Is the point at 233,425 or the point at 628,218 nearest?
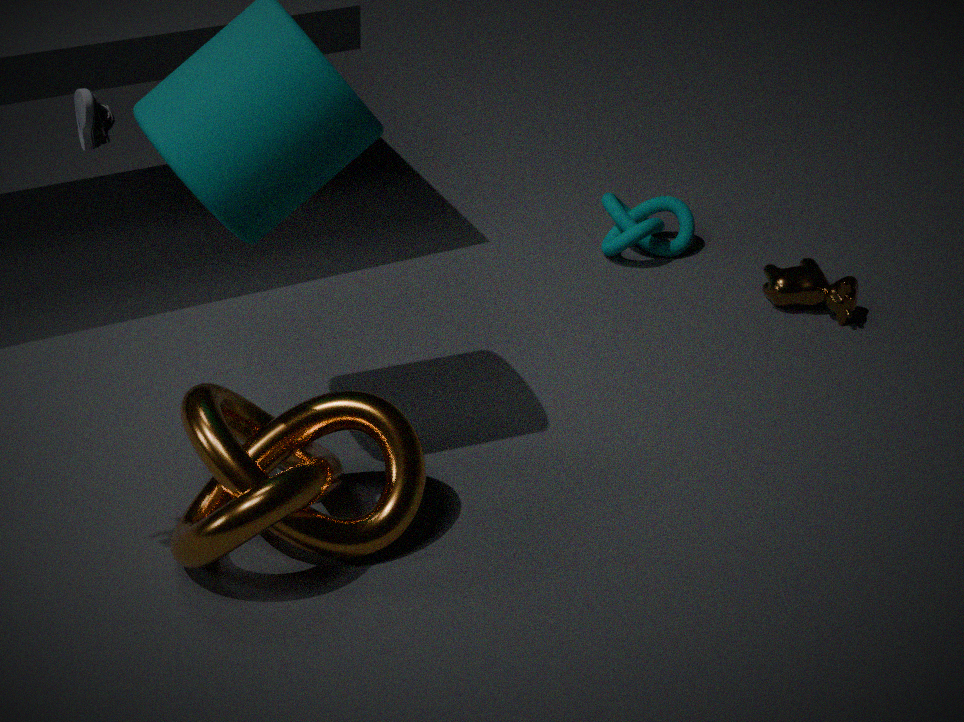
the point at 233,425
